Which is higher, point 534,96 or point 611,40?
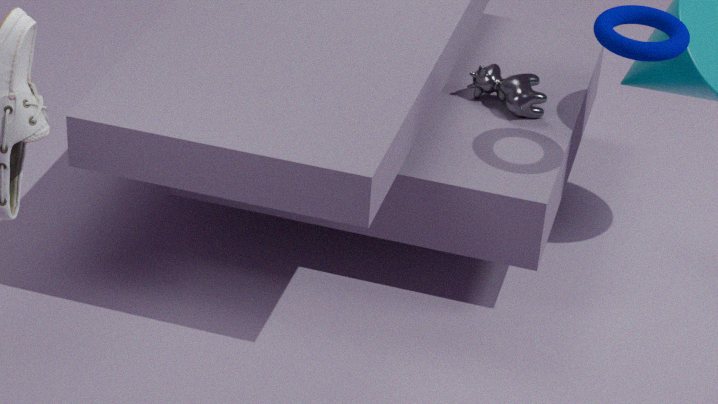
point 611,40
